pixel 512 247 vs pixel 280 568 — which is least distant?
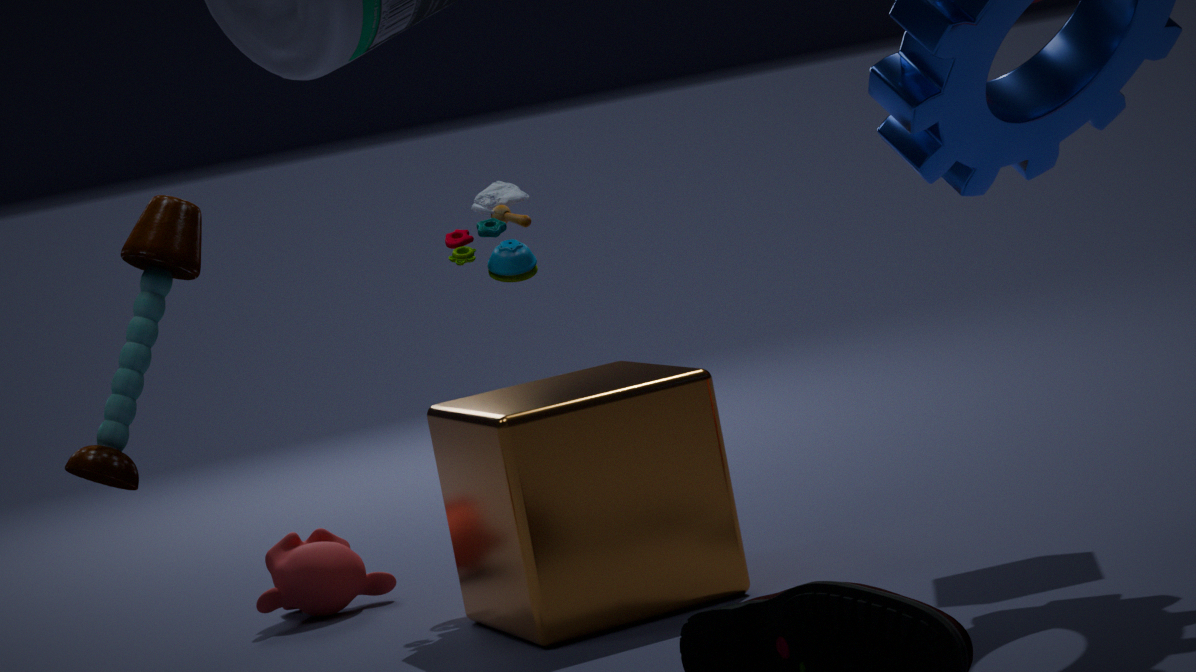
pixel 512 247
